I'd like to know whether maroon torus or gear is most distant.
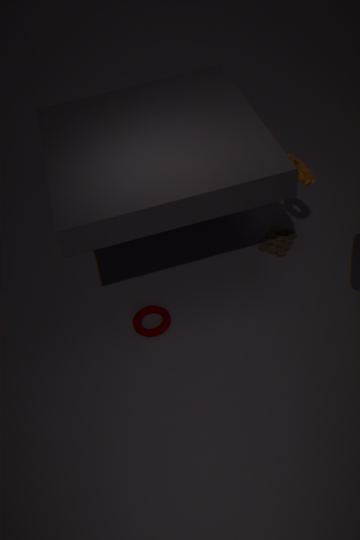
maroon torus
